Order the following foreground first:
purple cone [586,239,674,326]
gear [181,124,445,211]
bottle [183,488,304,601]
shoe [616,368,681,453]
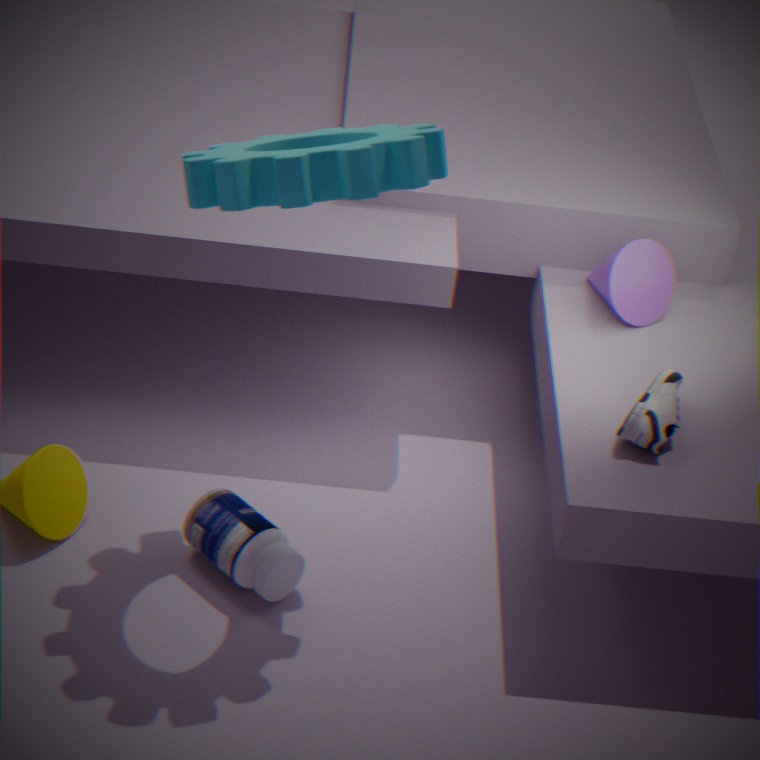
gear [181,124,445,211], bottle [183,488,304,601], shoe [616,368,681,453], purple cone [586,239,674,326]
